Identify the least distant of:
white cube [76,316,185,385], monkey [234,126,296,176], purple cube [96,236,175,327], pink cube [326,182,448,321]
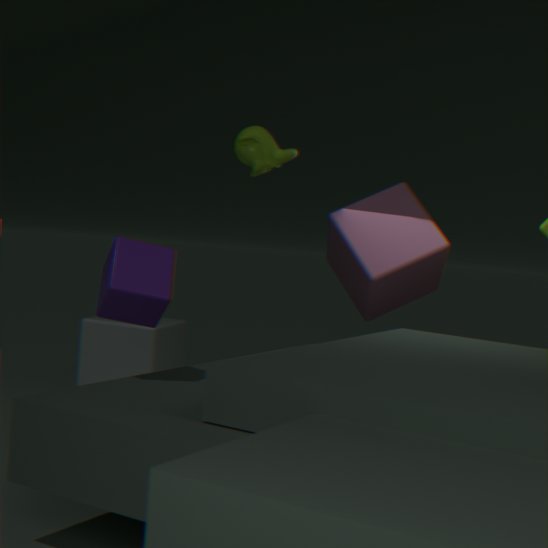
purple cube [96,236,175,327]
